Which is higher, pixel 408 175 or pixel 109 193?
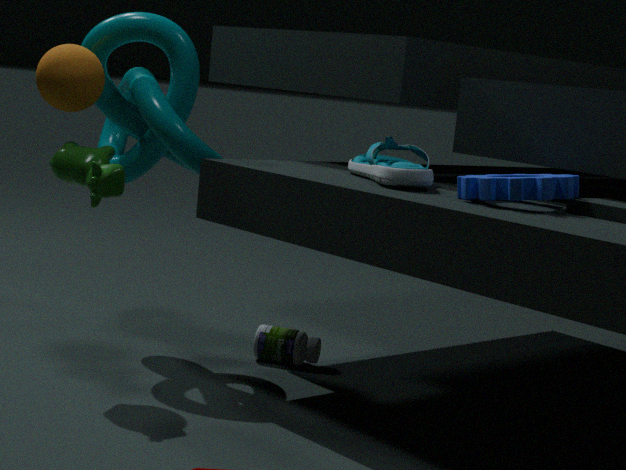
pixel 408 175
